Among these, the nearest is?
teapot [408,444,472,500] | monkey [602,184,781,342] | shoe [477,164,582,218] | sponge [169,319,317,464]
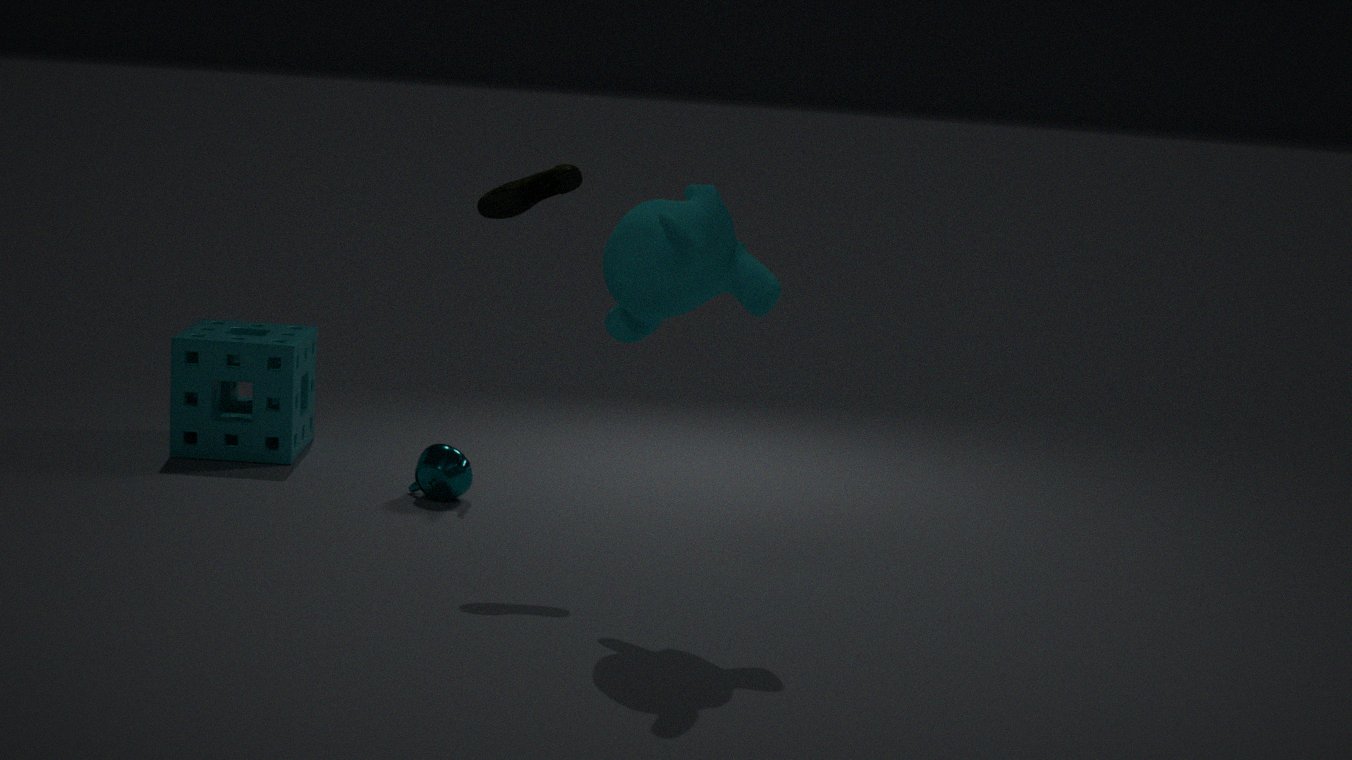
monkey [602,184,781,342]
